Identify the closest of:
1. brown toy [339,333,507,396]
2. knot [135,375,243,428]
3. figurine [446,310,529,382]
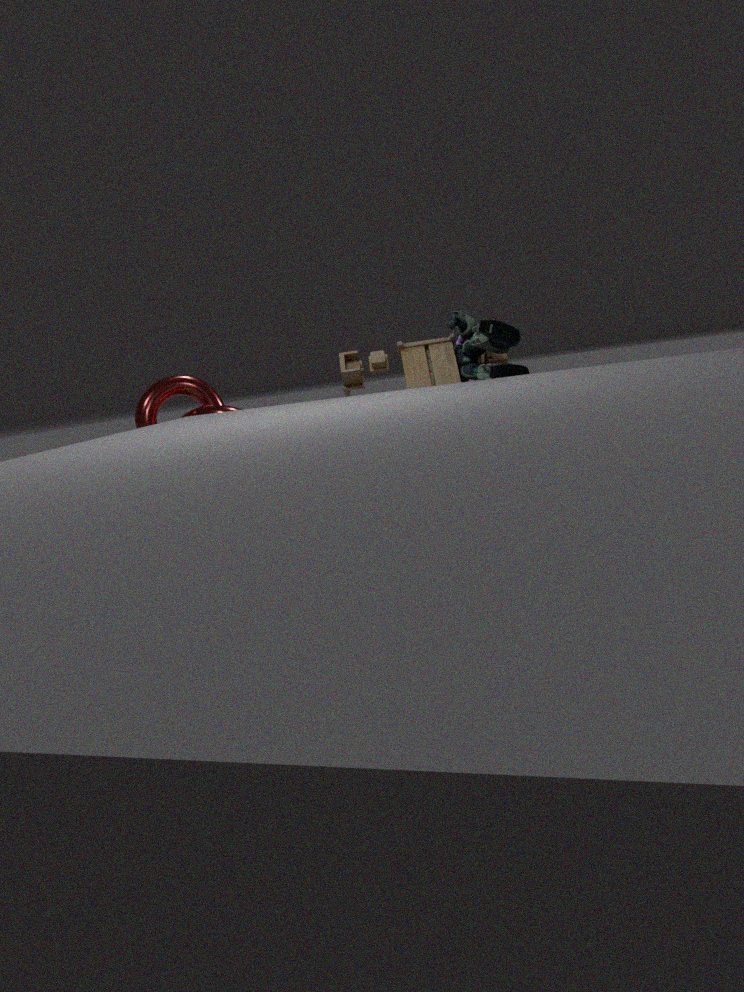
figurine [446,310,529,382]
